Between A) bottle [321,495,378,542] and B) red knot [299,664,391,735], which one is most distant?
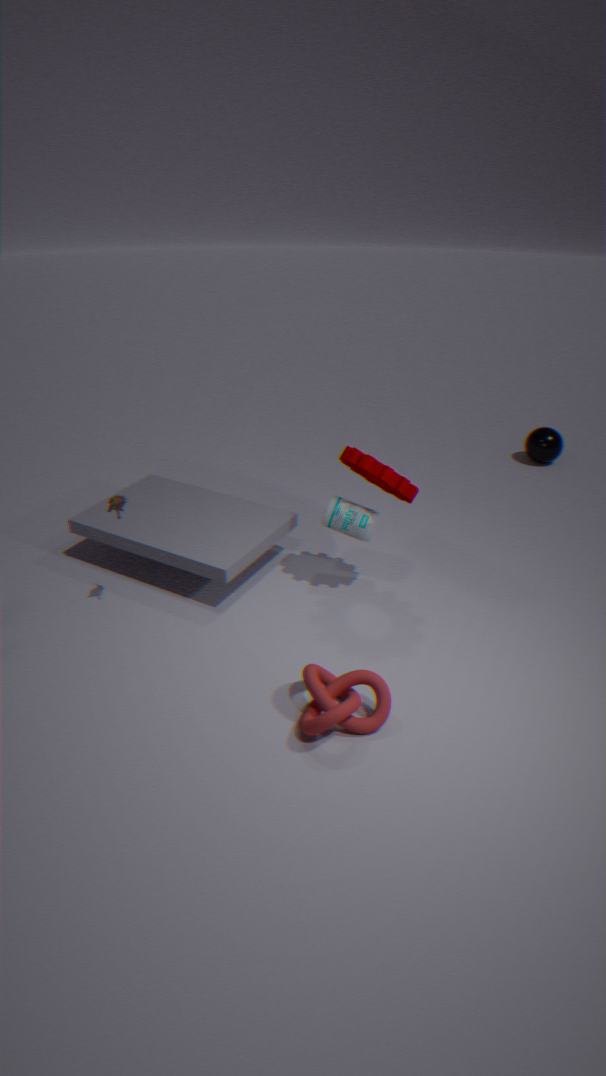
A. bottle [321,495,378,542]
